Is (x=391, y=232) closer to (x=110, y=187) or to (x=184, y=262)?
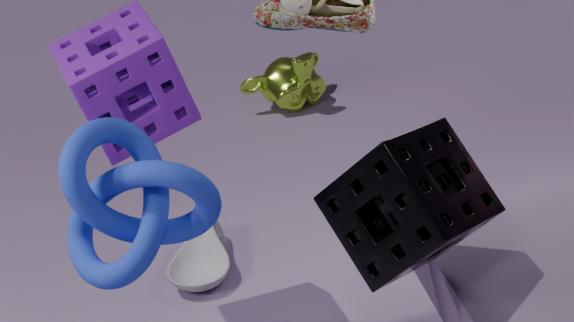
(x=110, y=187)
